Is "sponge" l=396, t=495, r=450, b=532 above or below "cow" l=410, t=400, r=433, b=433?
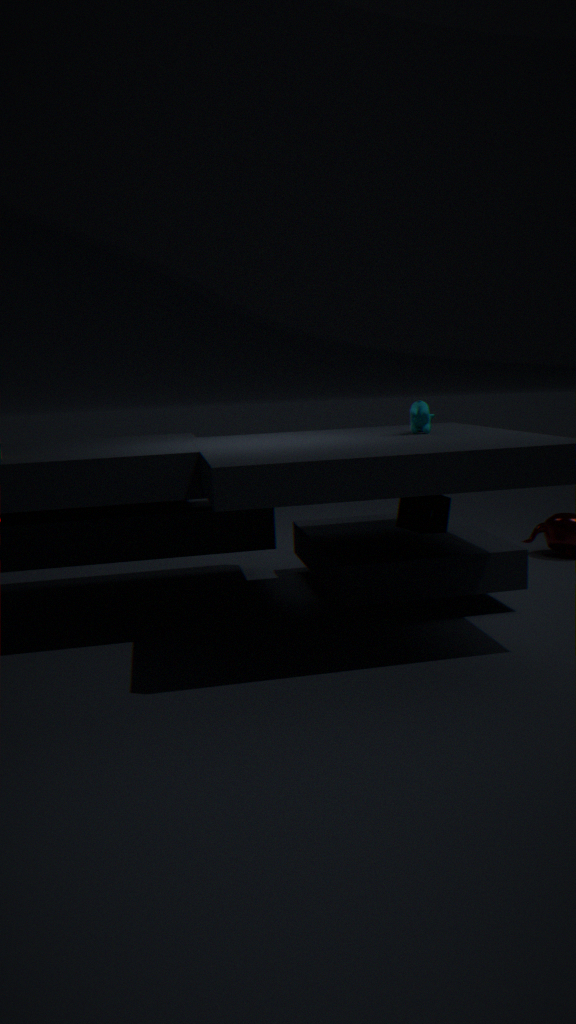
below
